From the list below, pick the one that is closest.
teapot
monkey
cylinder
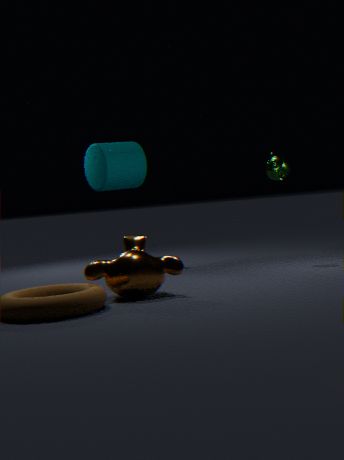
monkey
